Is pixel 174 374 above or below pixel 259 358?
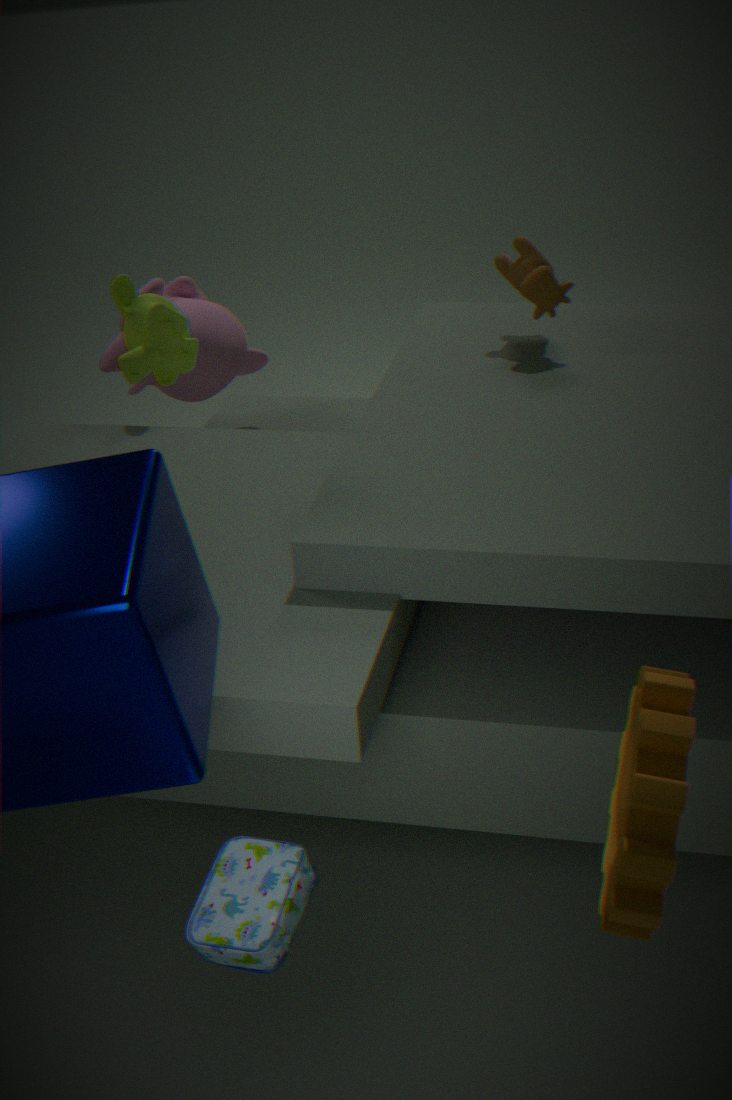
above
